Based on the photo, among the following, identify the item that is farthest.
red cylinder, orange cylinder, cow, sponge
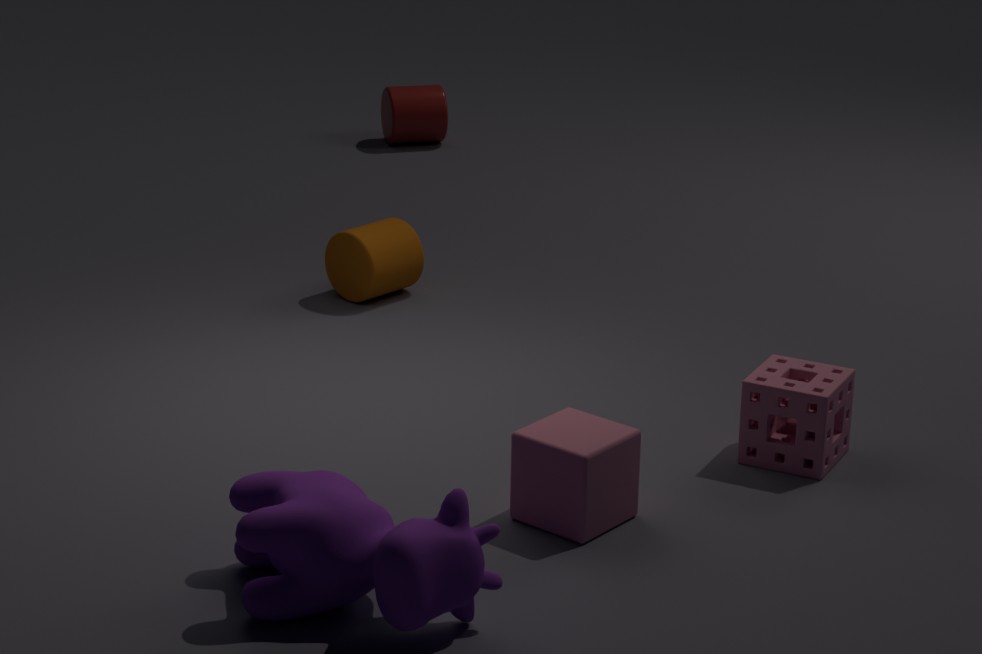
red cylinder
